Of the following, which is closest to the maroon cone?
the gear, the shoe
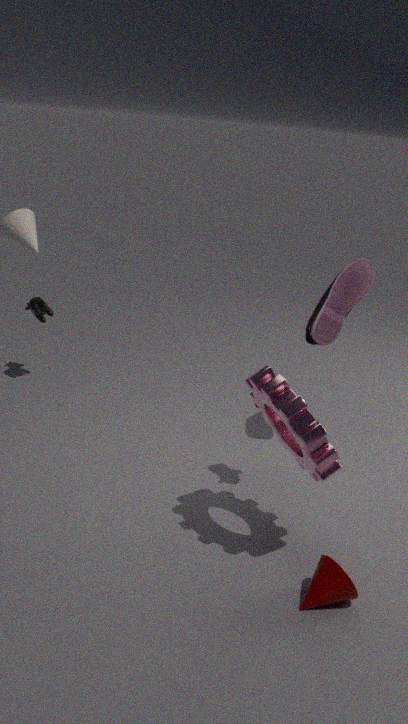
the gear
